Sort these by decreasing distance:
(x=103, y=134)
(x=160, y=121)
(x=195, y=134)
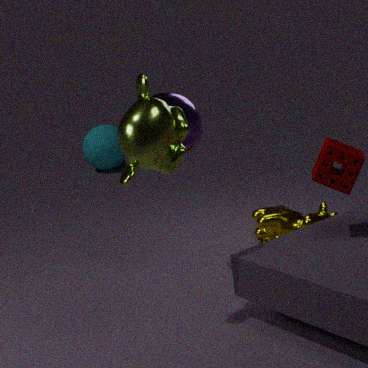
(x=103, y=134) < (x=195, y=134) < (x=160, y=121)
